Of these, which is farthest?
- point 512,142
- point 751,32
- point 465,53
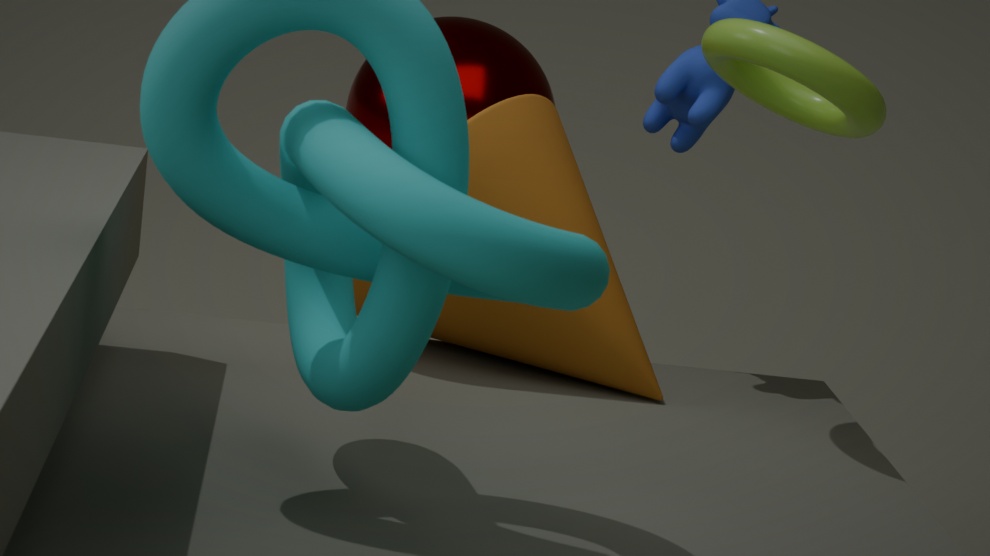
point 465,53
